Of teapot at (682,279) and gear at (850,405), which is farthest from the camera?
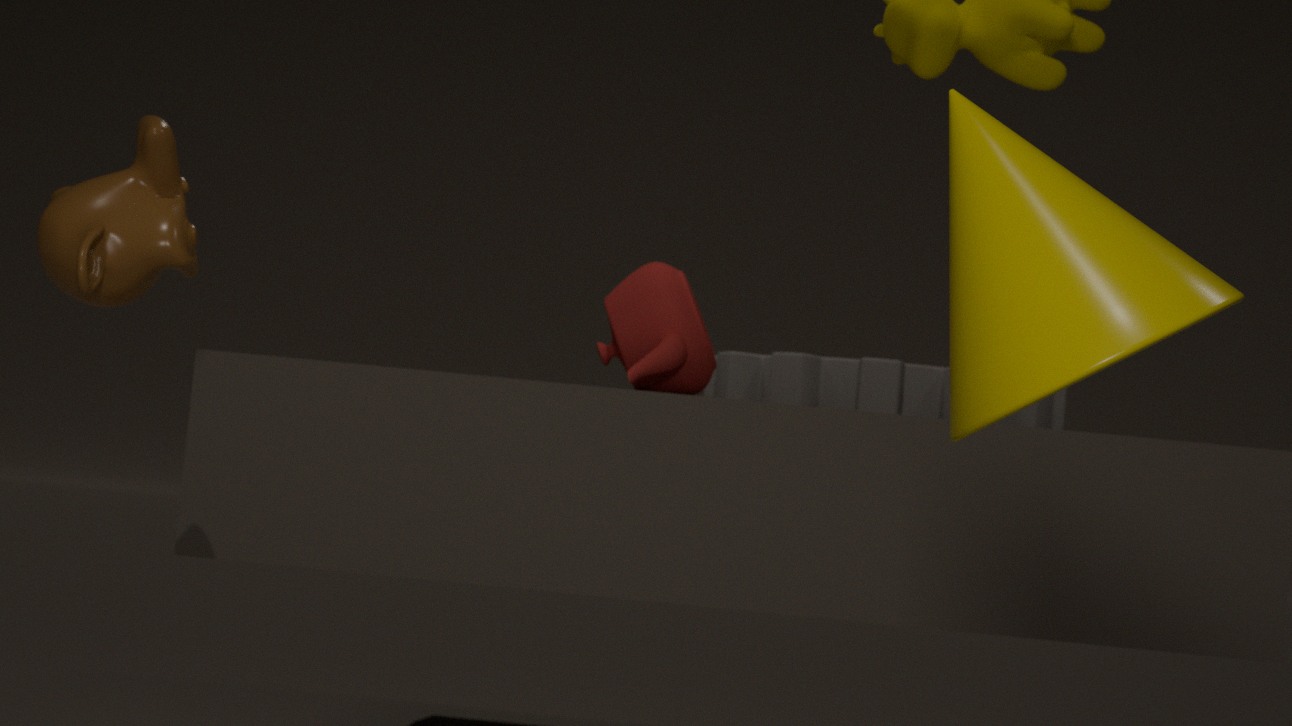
gear at (850,405)
